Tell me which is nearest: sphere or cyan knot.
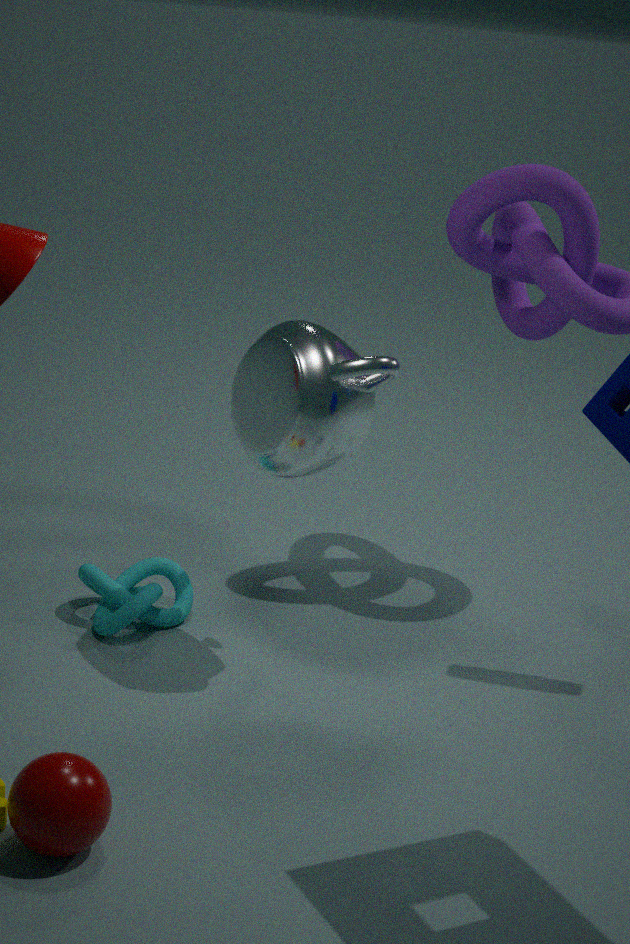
sphere
